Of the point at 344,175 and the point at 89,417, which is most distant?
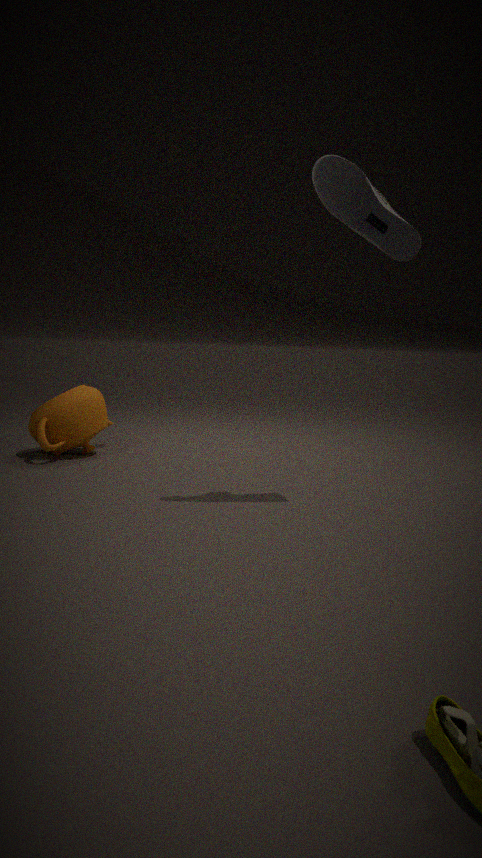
the point at 89,417
